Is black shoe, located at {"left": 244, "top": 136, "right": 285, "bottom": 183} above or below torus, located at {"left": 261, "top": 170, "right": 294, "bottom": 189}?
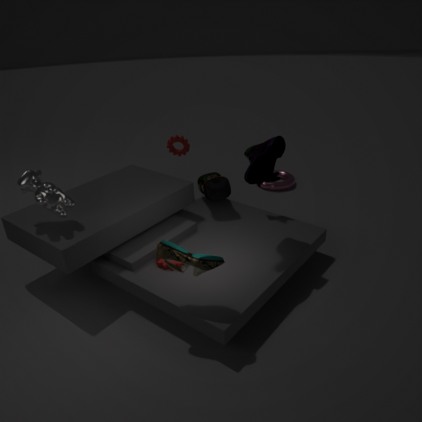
above
